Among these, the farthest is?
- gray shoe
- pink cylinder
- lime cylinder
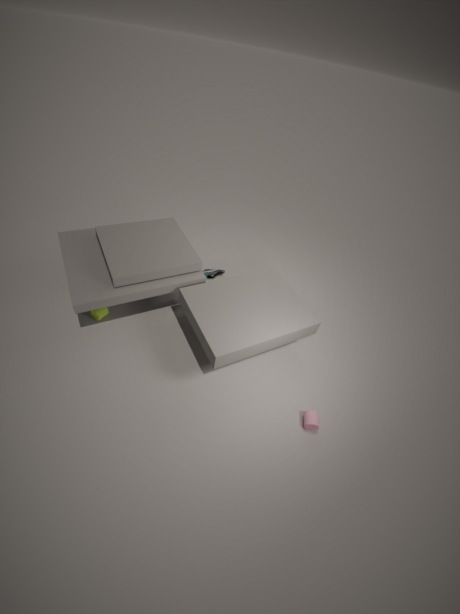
gray shoe
